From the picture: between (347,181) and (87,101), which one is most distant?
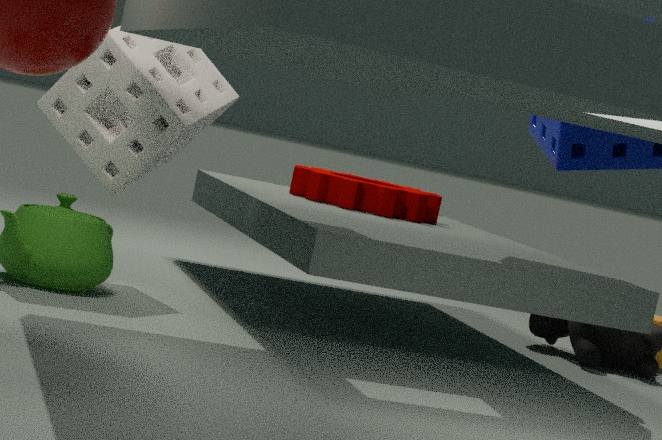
(347,181)
